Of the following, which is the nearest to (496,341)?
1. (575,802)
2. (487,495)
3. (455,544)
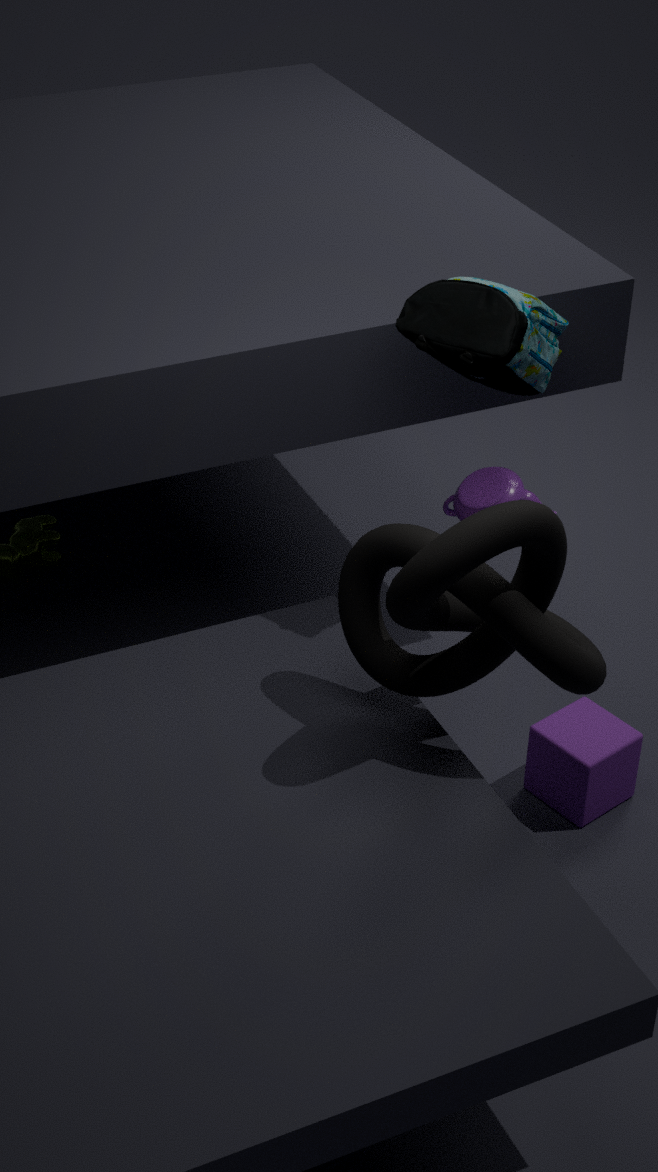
(487,495)
